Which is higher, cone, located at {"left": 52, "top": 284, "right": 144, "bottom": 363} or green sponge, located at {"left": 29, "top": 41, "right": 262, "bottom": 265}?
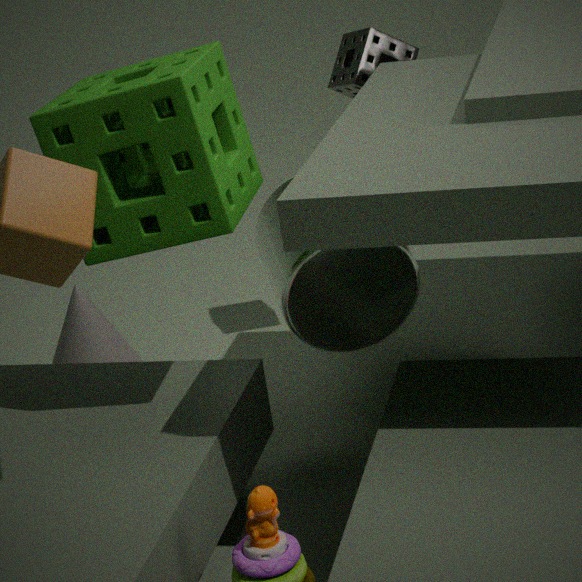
green sponge, located at {"left": 29, "top": 41, "right": 262, "bottom": 265}
